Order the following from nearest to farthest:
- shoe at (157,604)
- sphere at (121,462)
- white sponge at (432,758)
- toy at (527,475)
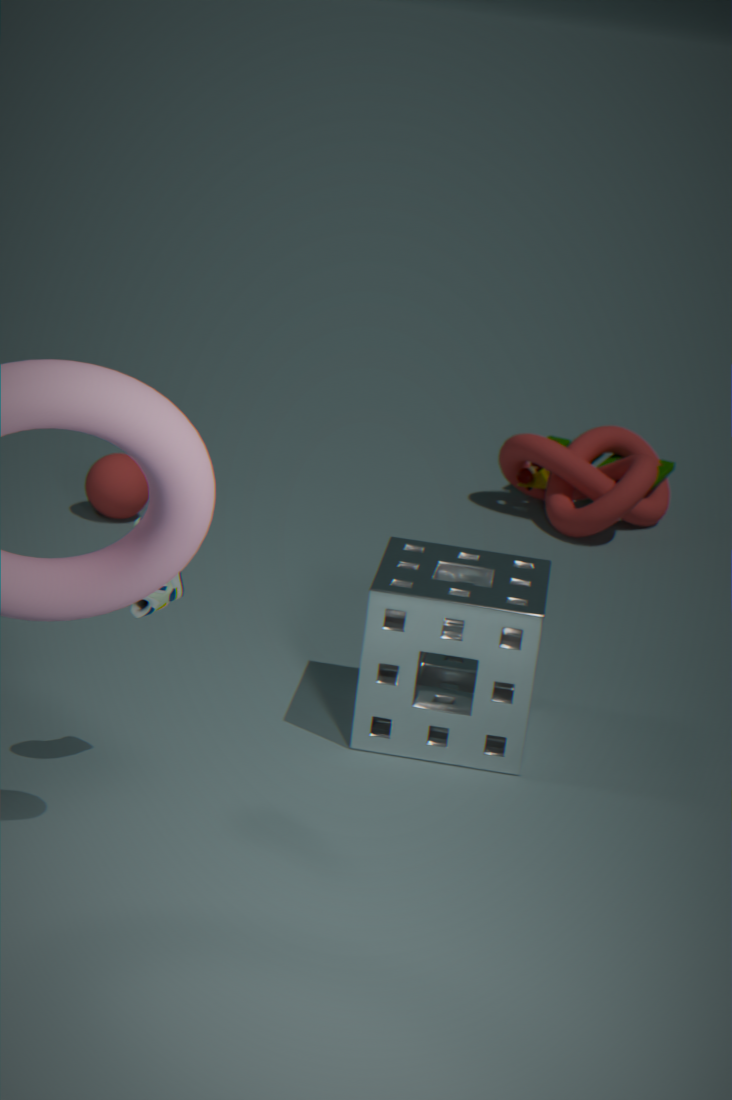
shoe at (157,604) < white sponge at (432,758) < sphere at (121,462) < toy at (527,475)
